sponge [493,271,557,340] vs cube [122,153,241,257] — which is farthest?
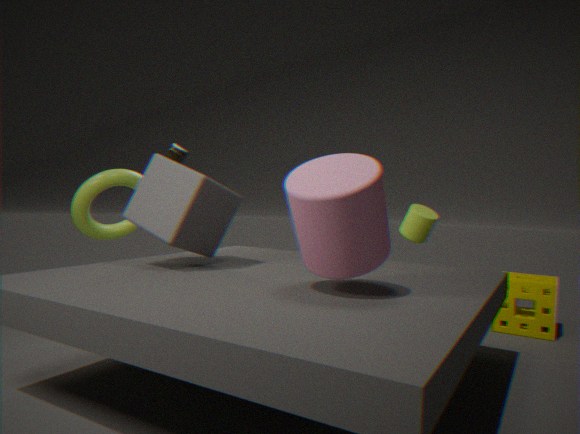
sponge [493,271,557,340]
